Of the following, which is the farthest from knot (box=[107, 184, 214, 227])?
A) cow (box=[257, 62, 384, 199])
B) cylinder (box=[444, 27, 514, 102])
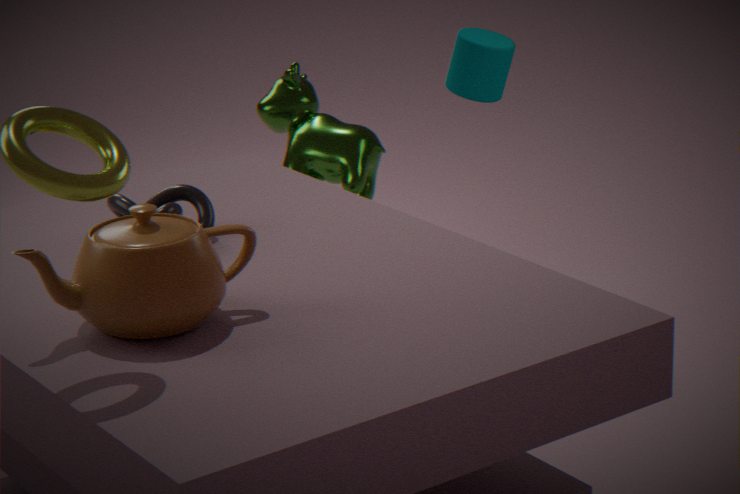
cylinder (box=[444, 27, 514, 102])
